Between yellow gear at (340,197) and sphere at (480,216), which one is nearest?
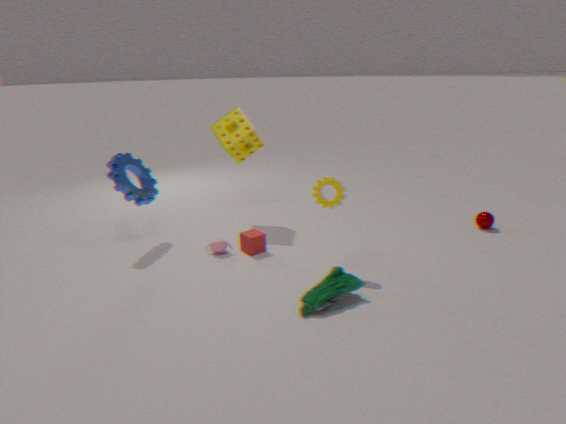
yellow gear at (340,197)
